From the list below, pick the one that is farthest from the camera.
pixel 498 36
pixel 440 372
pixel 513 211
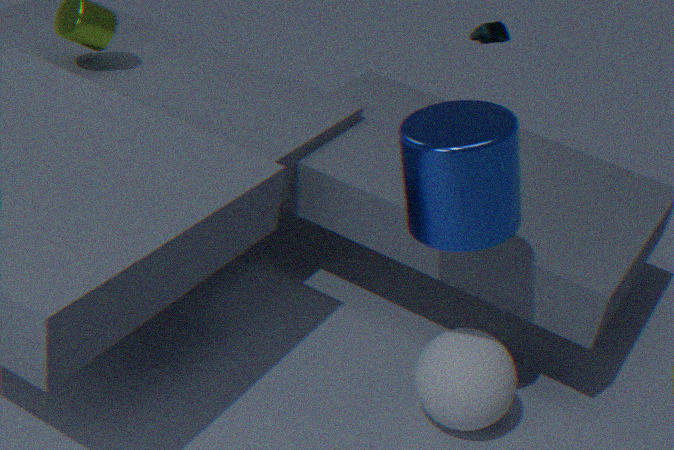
pixel 498 36
